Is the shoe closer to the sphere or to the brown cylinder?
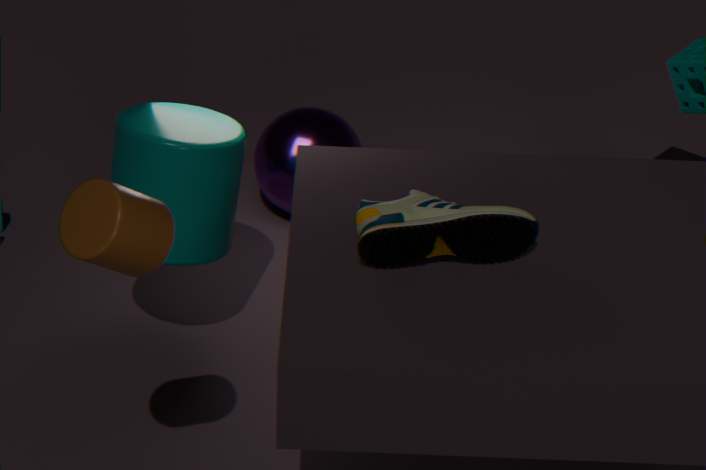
the brown cylinder
